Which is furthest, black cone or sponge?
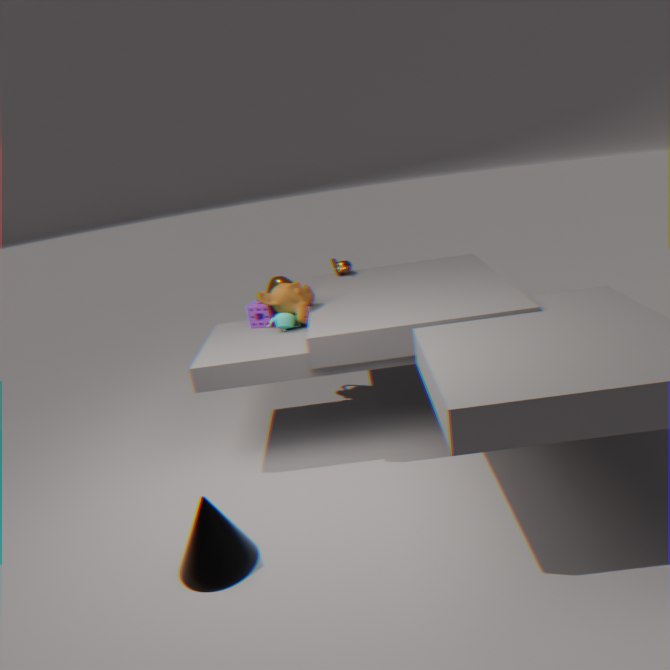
sponge
